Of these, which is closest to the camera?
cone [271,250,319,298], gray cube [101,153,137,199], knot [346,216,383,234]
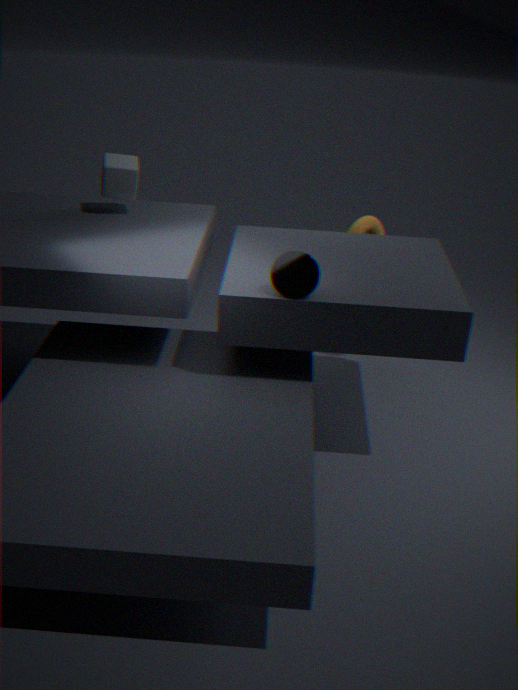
cone [271,250,319,298]
